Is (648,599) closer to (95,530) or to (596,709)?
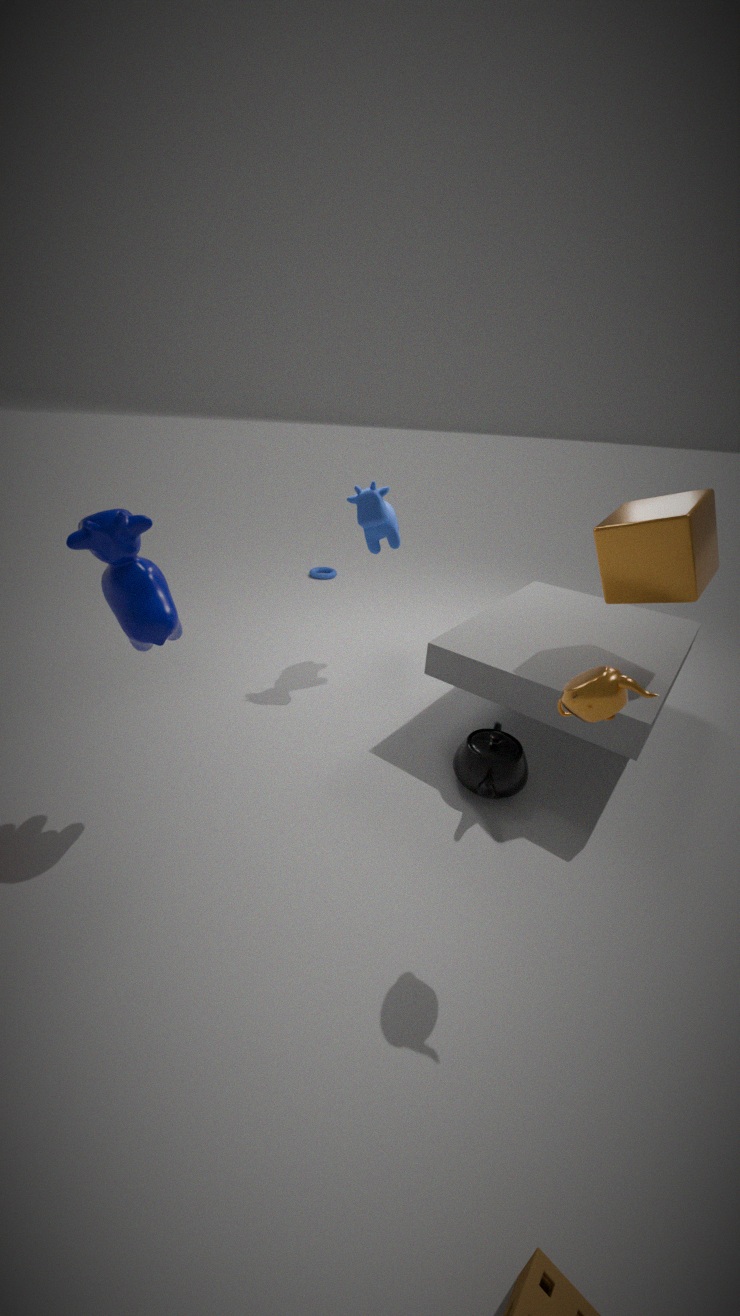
(596,709)
